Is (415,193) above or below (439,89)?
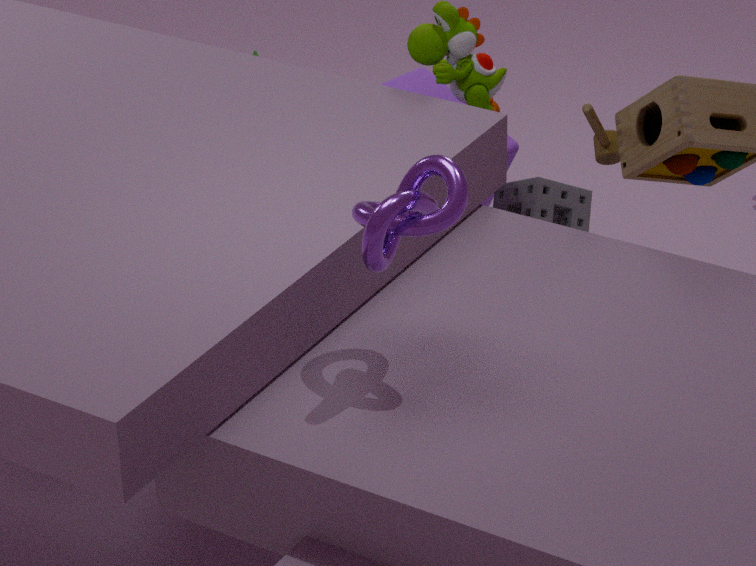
above
